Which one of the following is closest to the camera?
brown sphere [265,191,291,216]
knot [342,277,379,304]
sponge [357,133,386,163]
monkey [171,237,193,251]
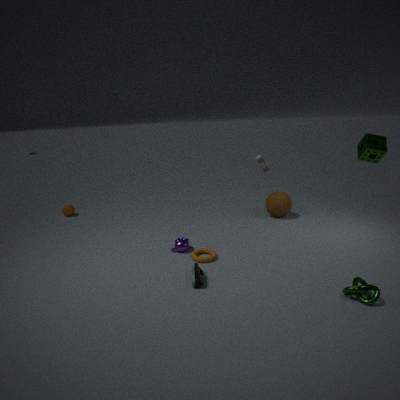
knot [342,277,379,304]
